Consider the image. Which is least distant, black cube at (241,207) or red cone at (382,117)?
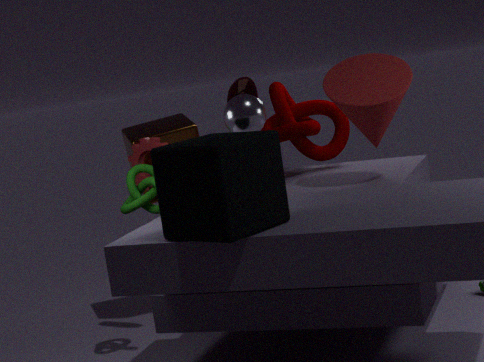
black cube at (241,207)
